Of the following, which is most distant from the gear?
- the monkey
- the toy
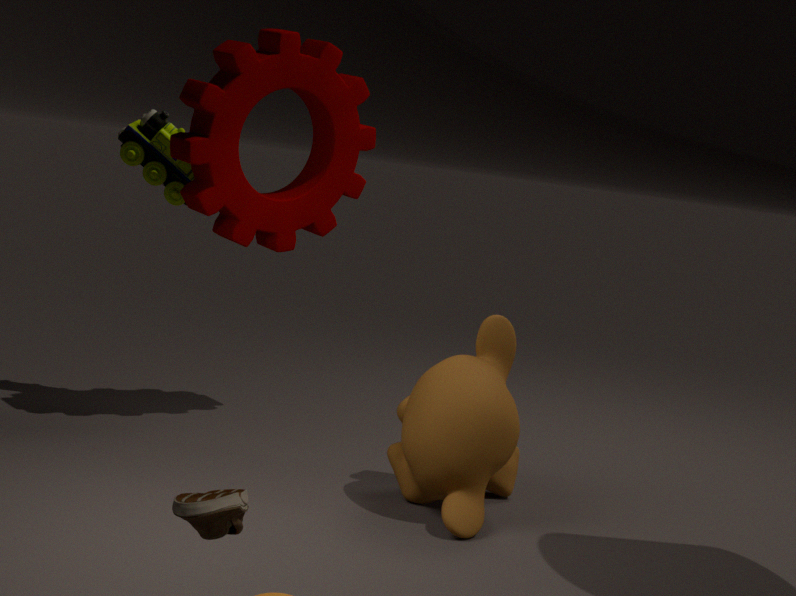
the monkey
